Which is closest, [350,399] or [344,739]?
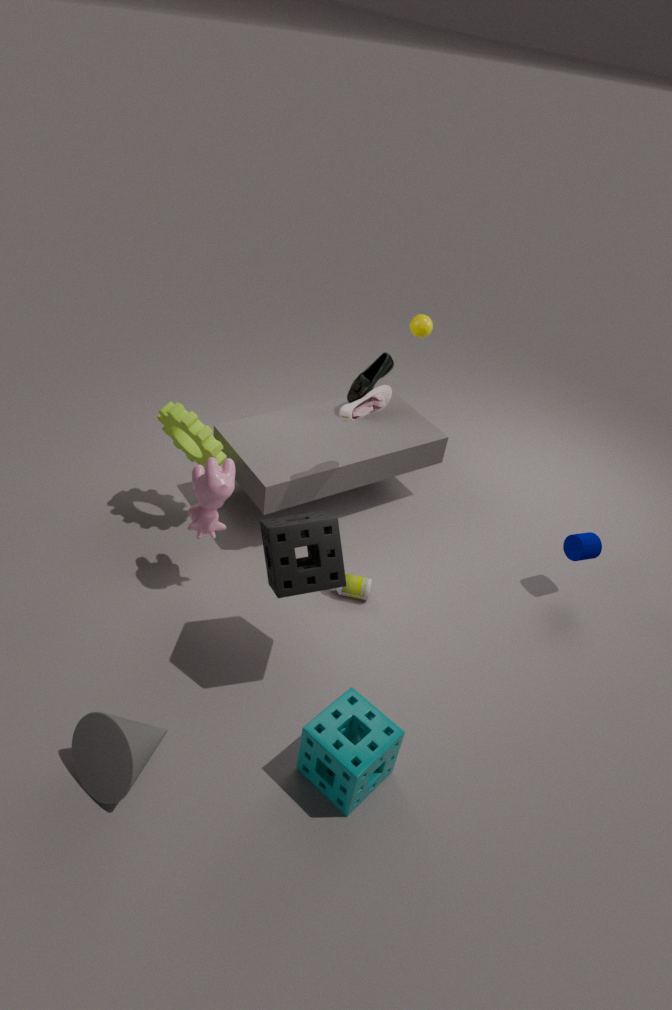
[344,739]
